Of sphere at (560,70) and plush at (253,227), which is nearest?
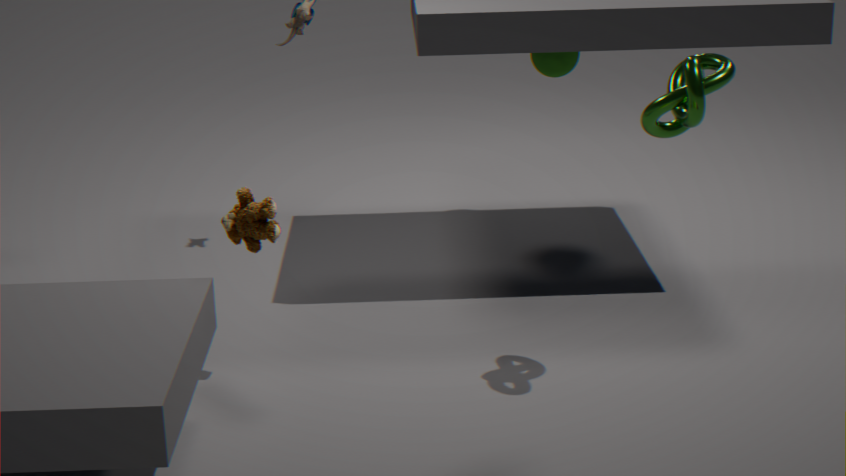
plush at (253,227)
